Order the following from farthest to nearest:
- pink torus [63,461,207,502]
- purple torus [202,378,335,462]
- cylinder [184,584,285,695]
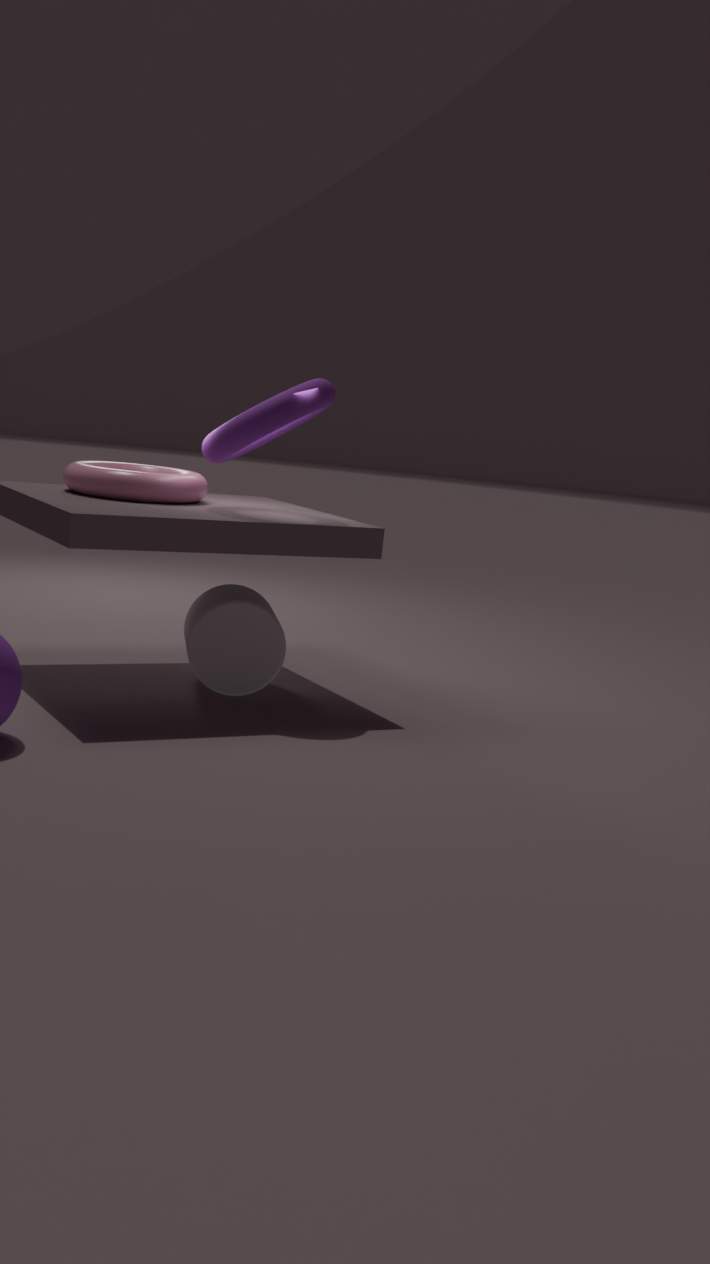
1. cylinder [184,584,285,695]
2. pink torus [63,461,207,502]
3. purple torus [202,378,335,462]
